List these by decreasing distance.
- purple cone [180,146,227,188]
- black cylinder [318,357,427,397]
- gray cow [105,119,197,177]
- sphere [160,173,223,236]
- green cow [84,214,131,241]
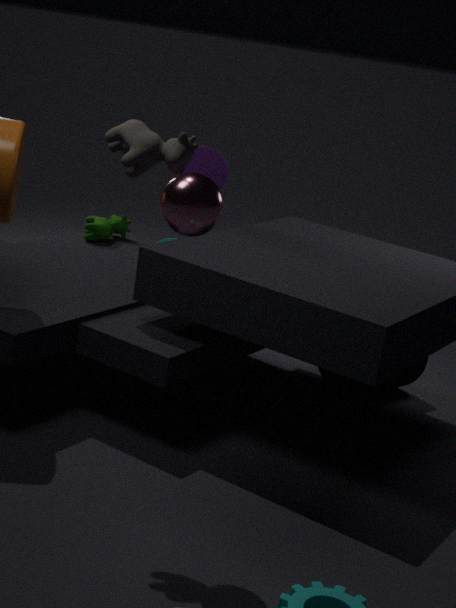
green cow [84,214,131,241]
purple cone [180,146,227,188]
black cylinder [318,357,427,397]
gray cow [105,119,197,177]
sphere [160,173,223,236]
